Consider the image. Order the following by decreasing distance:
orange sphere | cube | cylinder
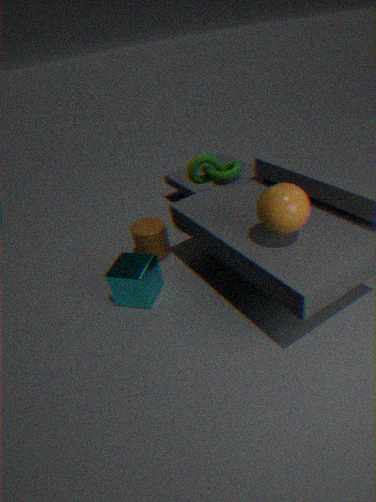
cylinder, cube, orange sphere
